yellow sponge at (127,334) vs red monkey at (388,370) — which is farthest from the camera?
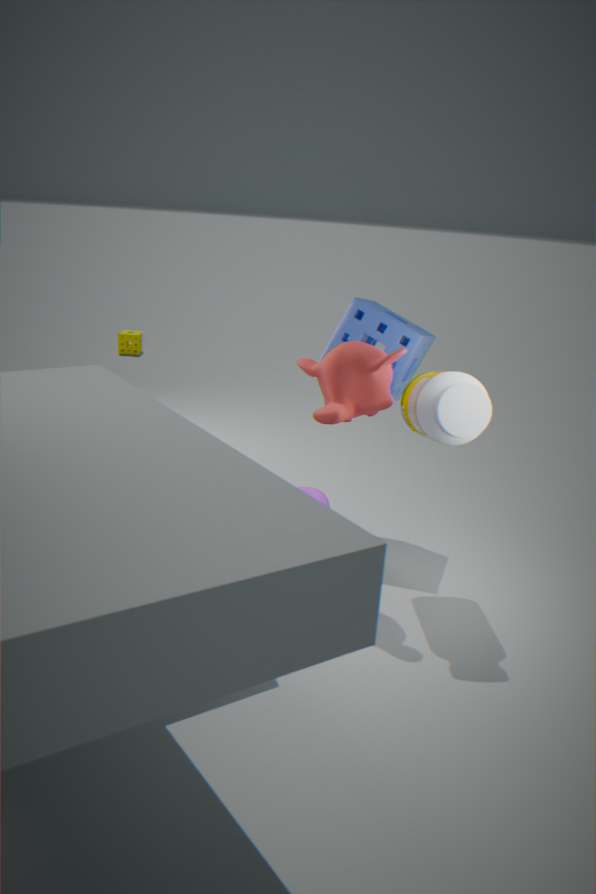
yellow sponge at (127,334)
